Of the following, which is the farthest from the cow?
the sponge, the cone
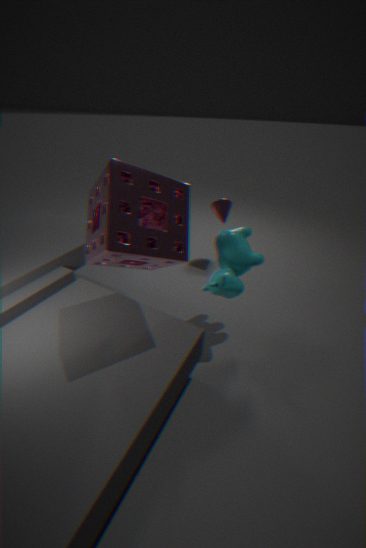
the cone
